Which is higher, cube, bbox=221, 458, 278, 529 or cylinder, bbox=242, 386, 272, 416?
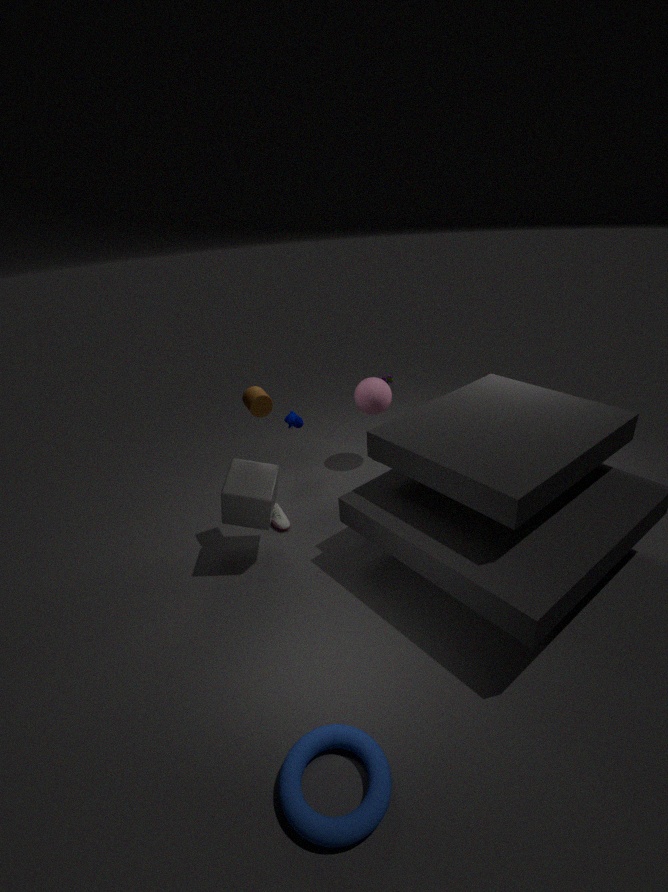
cylinder, bbox=242, 386, 272, 416
